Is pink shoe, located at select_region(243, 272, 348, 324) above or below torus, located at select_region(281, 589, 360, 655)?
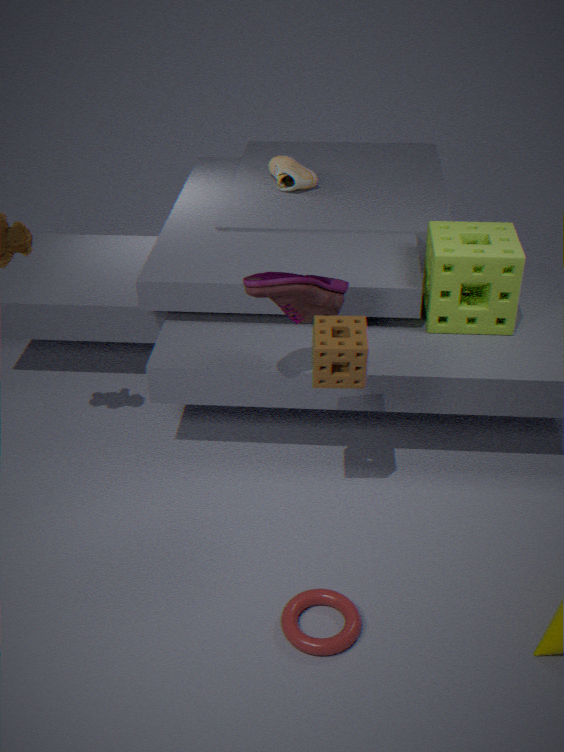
above
